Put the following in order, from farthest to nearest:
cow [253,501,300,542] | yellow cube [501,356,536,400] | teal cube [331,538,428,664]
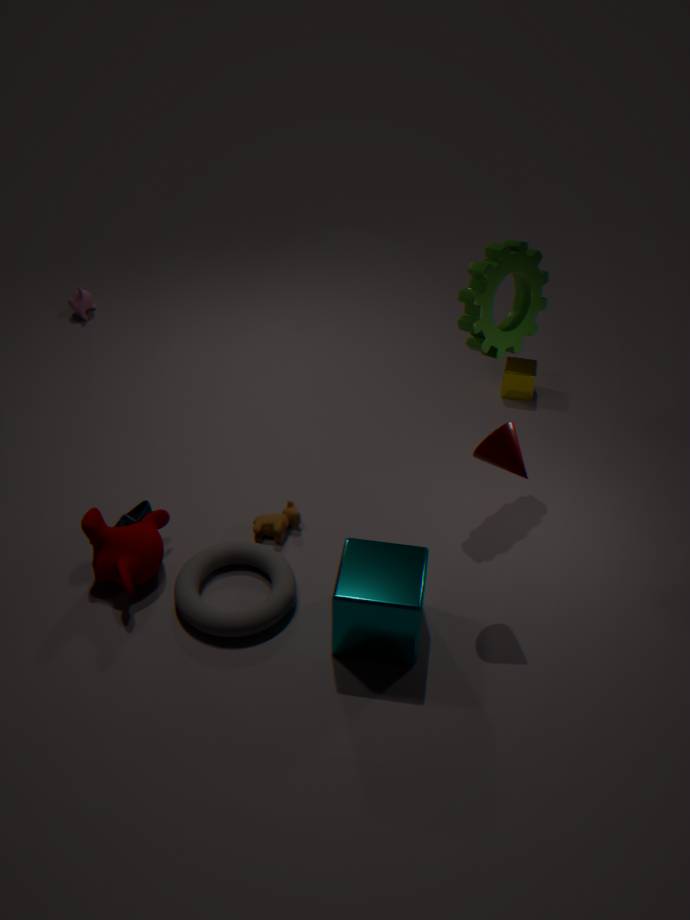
1. yellow cube [501,356,536,400]
2. cow [253,501,300,542]
3. teal cube [331,538,428,664]
